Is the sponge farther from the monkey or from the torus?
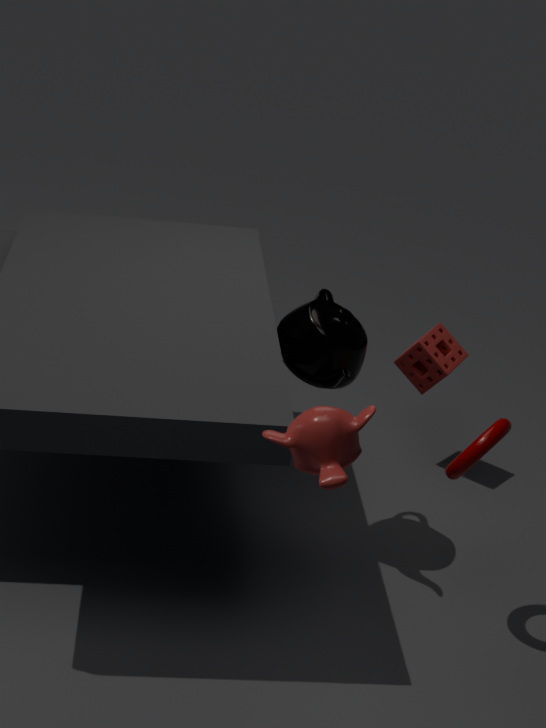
the monkey
